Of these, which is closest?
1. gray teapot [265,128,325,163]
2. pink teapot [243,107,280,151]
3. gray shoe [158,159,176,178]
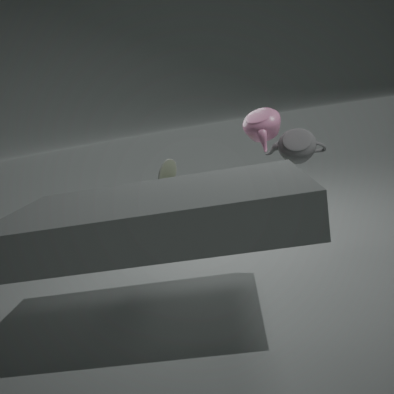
gray shoe [158,159,176,178]
